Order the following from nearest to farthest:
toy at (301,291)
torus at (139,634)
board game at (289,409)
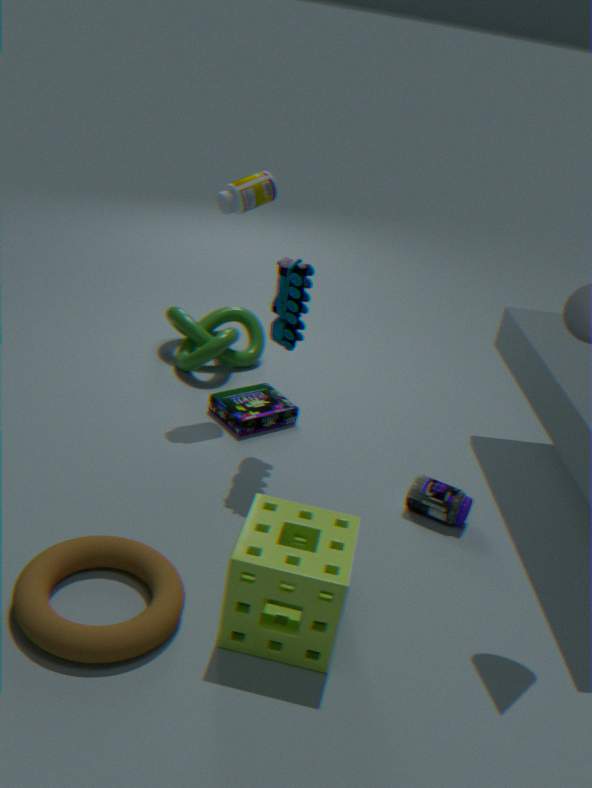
torus at (139,634)
toy at (301,291)
board game at (289,409)
